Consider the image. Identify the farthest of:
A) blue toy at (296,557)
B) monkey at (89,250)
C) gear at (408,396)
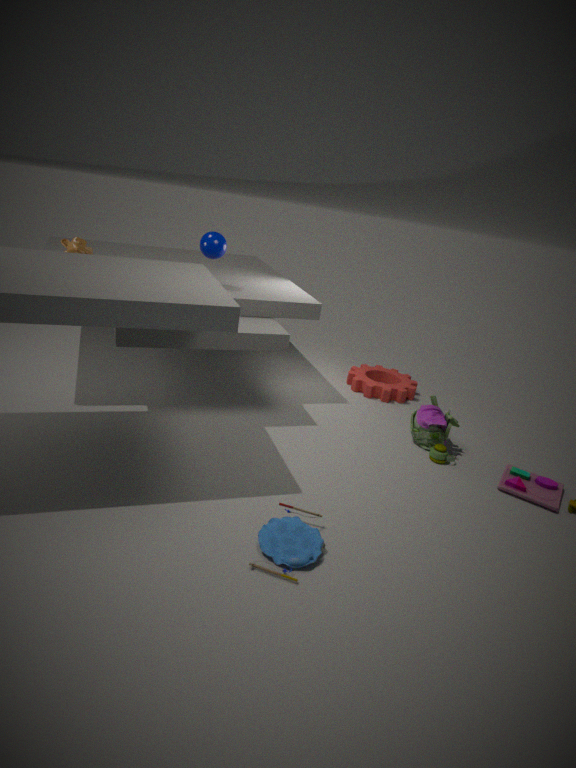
gear at (408,396)
